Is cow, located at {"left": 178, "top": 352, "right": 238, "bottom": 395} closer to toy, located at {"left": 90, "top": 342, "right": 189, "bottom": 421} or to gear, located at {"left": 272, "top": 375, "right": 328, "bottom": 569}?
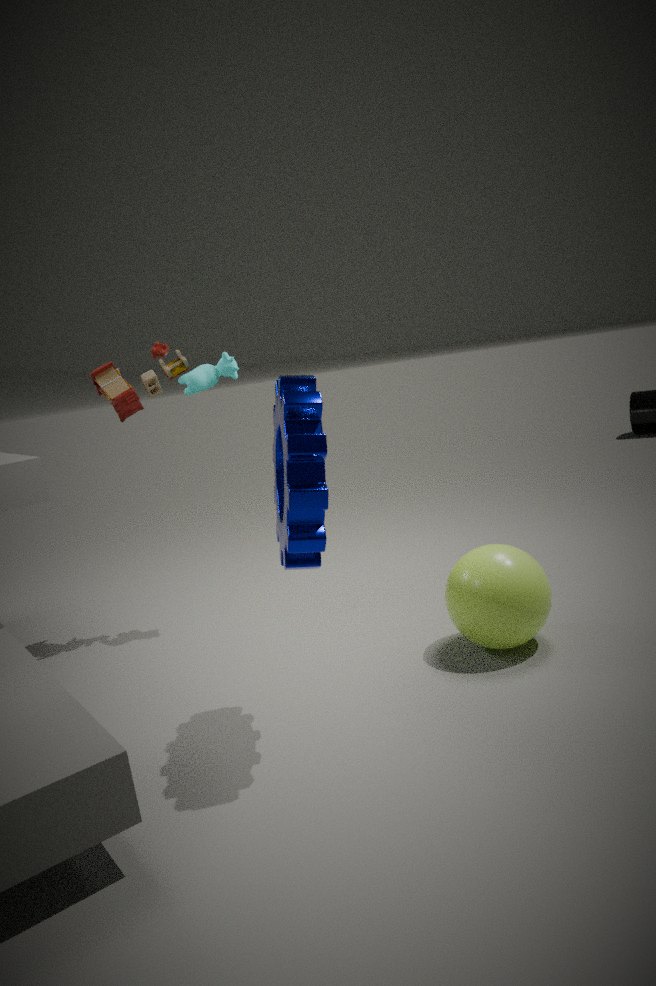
toy, located at {"left": 90, "top": 342, "right": 189, "bottom": 421}
